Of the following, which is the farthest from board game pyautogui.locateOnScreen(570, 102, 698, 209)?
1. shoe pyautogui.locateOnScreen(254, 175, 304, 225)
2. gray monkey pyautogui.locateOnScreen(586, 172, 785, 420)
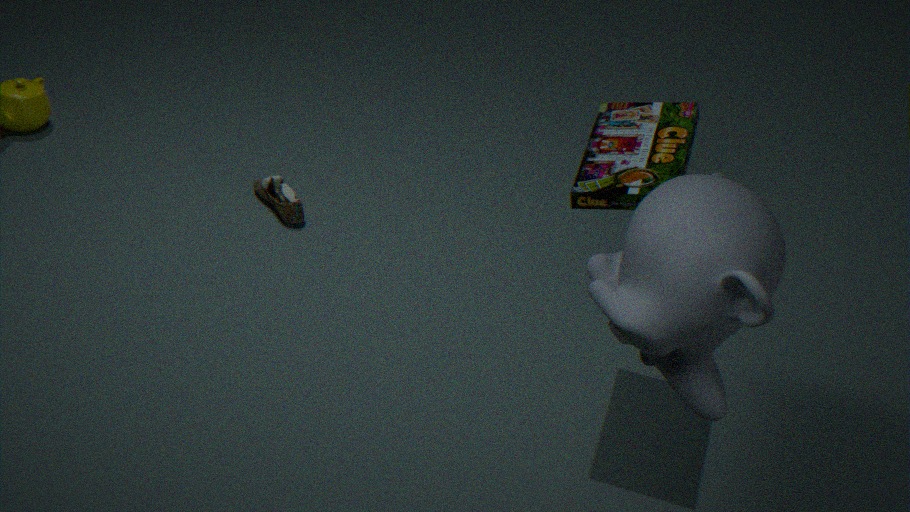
shoe pyautogui.locateOnScreen(254, 175, 304, 225)
